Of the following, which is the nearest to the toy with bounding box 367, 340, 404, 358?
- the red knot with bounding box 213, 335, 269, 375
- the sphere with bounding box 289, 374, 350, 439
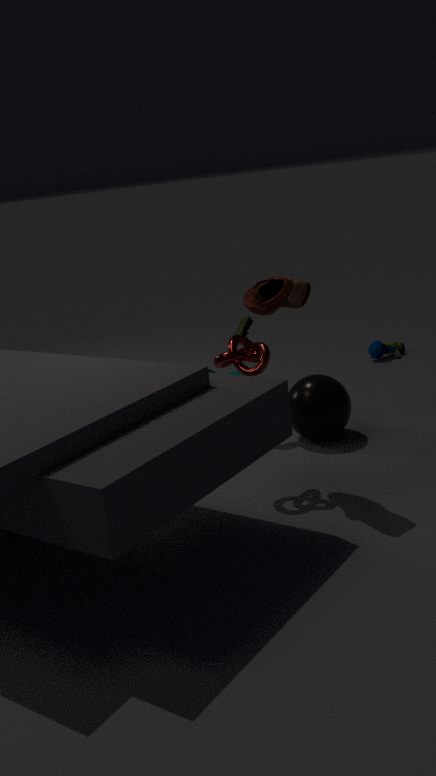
the sphere with bounding box 289, 374, 350, 439
